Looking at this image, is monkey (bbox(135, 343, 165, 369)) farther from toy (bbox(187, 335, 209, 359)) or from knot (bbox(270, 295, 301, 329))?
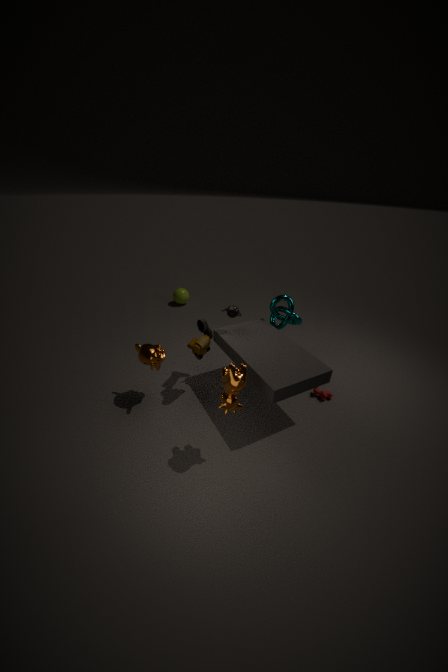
knot (bbox(270, 295, 301, 329))
